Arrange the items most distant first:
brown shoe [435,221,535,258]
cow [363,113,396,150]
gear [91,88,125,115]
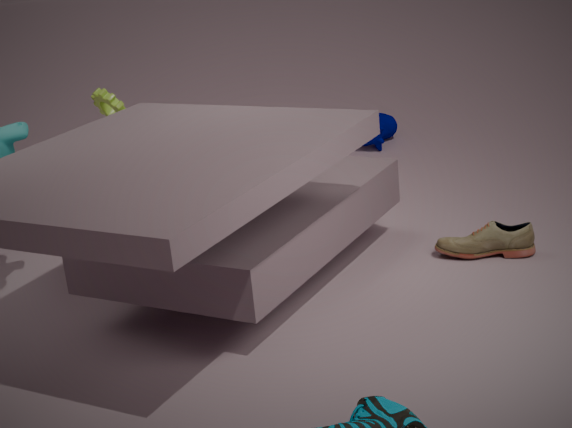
cow [363,113,396,150] < gear [91,88,125,115] < brown shoe [435,221,535,258]
